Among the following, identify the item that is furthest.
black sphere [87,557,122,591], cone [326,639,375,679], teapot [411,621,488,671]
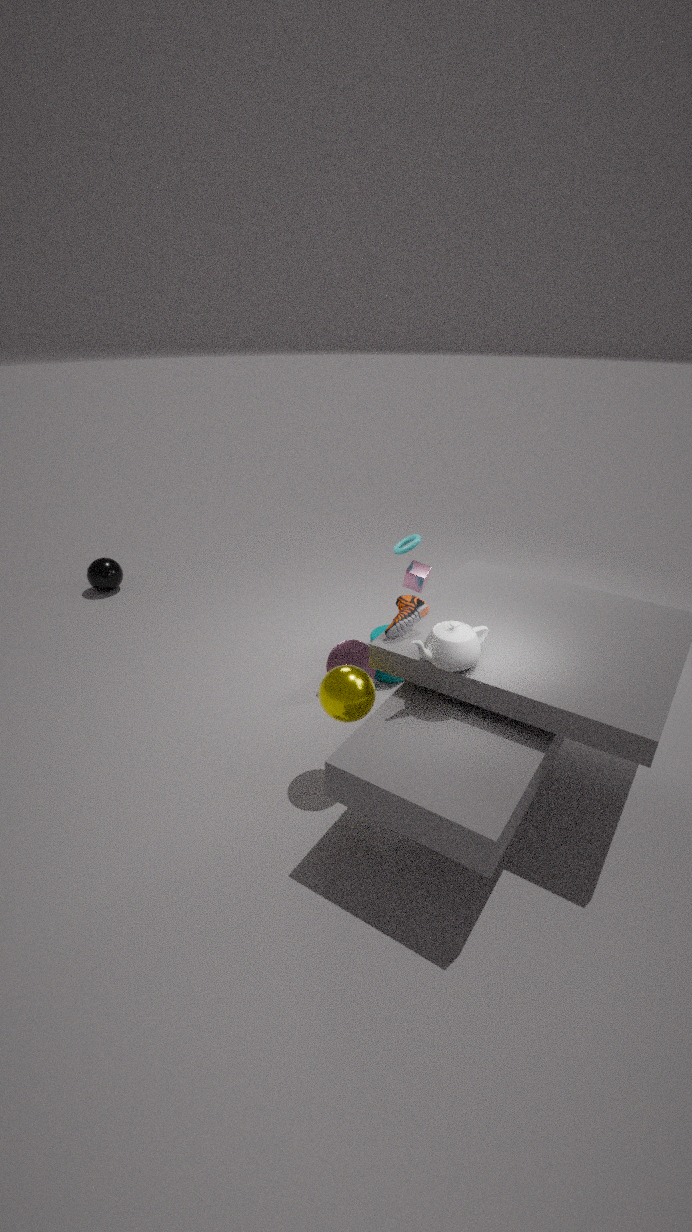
black sphere [87,557,122,591]
